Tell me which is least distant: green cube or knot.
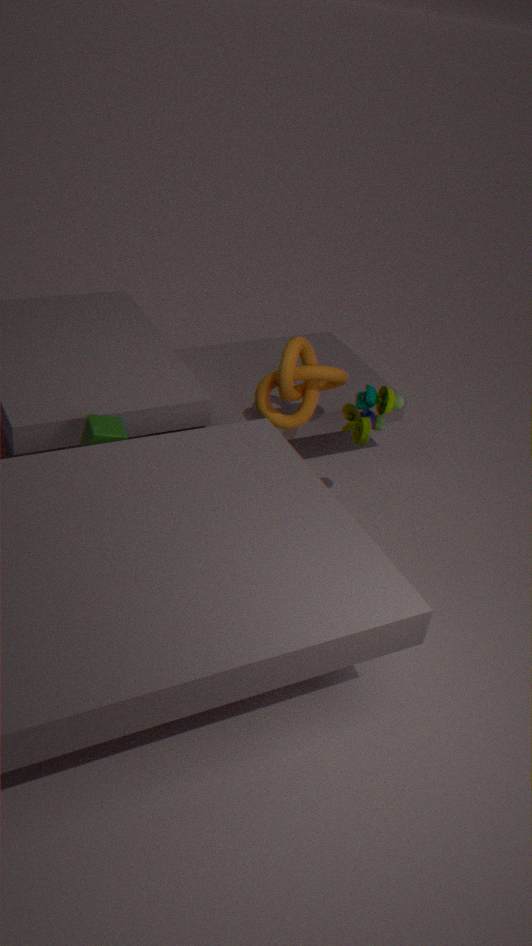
green cube
